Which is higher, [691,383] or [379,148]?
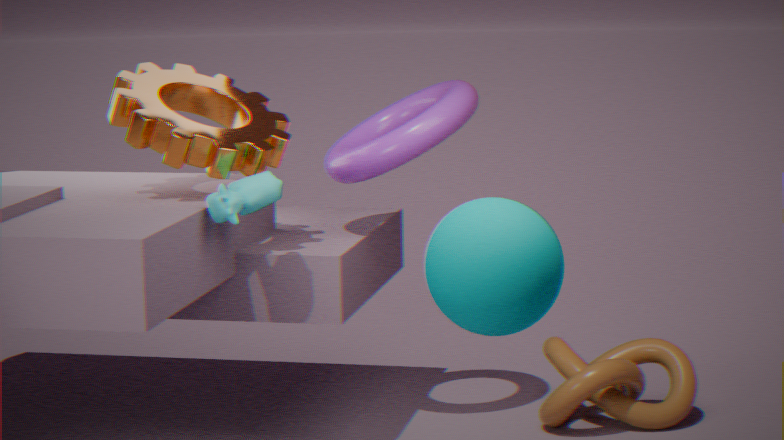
[379,148]
